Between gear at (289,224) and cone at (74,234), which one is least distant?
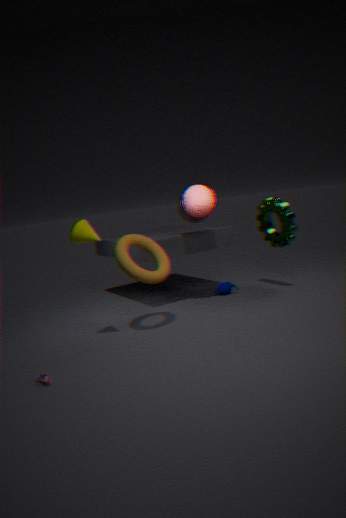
cone at (74,234)
